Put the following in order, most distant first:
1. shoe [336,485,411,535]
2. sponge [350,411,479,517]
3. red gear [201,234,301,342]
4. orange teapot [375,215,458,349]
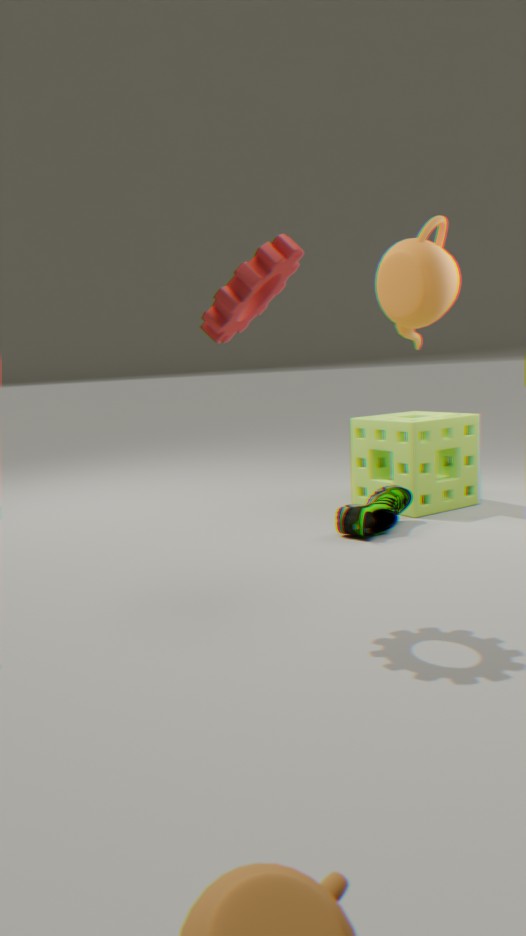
sponge [350,411,479,517] < orange teapot [375,215,458,349] < shoe [336,485,411,535] < red gear [201,234,301,342]
